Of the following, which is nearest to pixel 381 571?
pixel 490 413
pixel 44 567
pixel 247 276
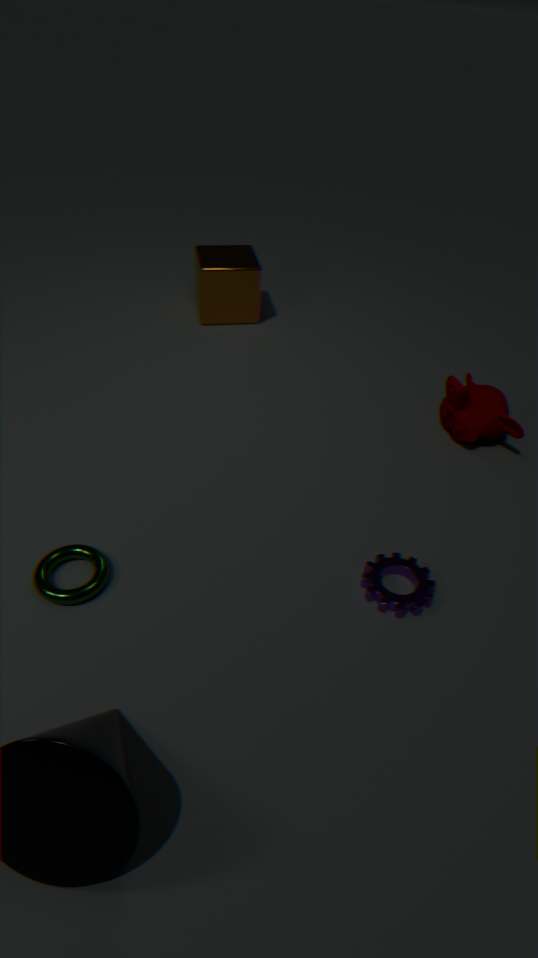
pixel 490 413
